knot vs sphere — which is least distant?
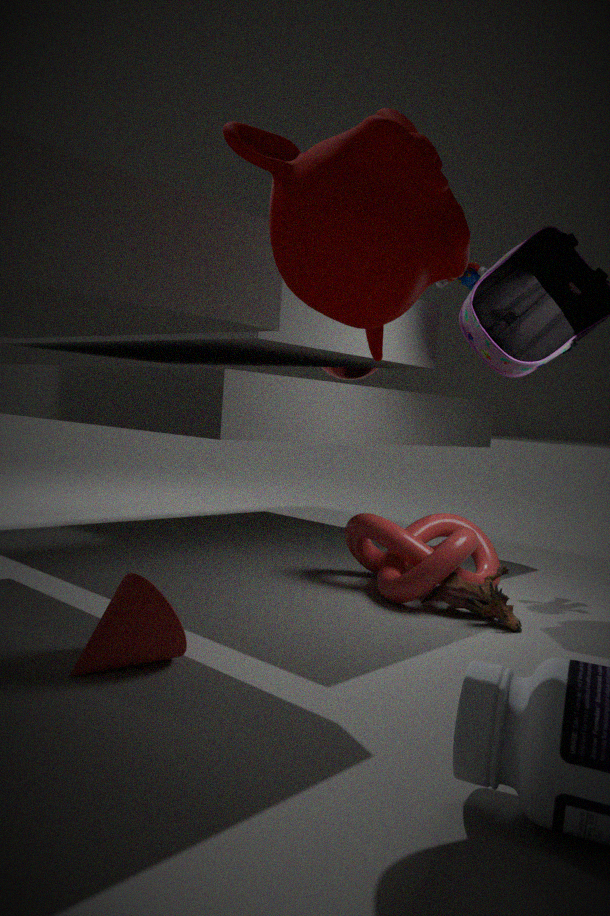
knot
